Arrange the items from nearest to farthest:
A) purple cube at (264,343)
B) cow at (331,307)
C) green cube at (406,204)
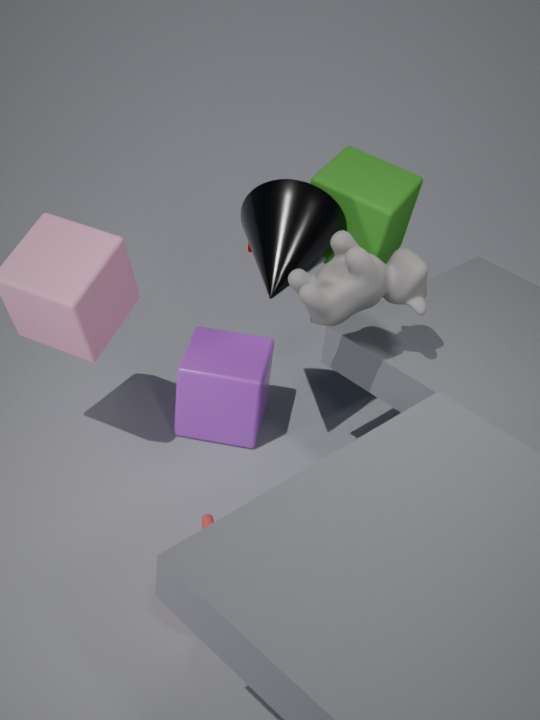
1. cow at (331,307)
2. green cube at (406,204)
3. purple cube at (264,343)
